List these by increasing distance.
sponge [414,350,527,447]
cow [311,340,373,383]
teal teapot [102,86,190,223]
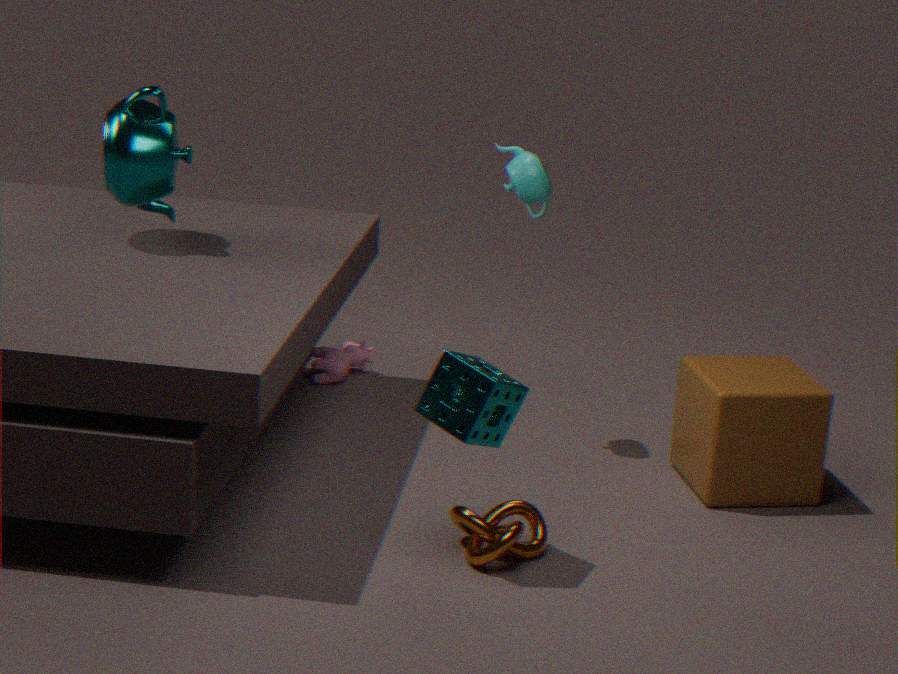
sponge [414,350,527,447], teal teapot [102,86,190,223], cow [311,340,373,383]
